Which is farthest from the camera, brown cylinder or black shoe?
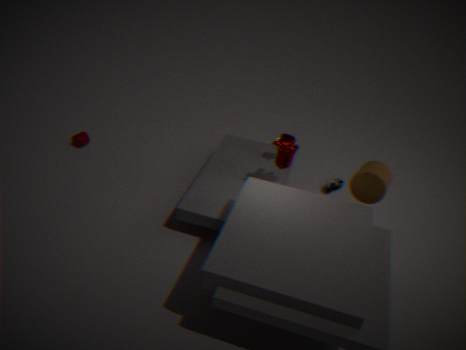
black shoe
